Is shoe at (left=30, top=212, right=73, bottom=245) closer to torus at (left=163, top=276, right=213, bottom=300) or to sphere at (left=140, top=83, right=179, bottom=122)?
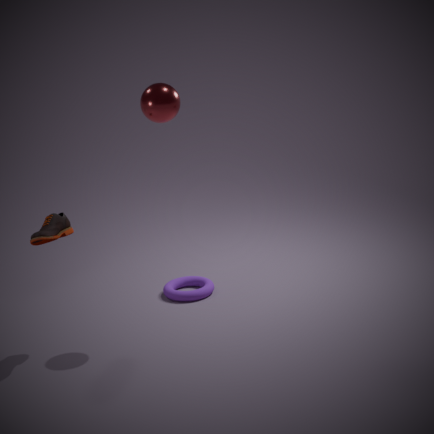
sphere at (left=140, top=83, right=179, bottom=122)
